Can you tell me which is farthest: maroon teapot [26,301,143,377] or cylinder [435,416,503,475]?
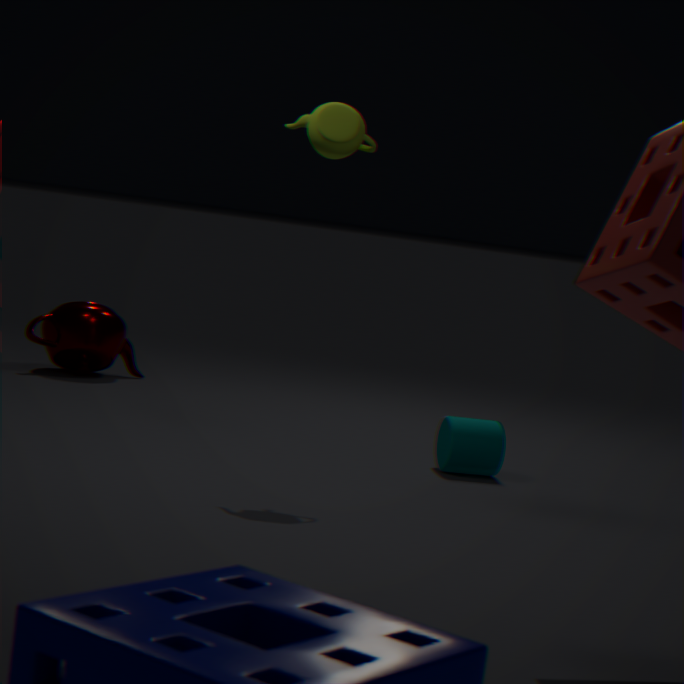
maroon teapot [26,301,143,377]
